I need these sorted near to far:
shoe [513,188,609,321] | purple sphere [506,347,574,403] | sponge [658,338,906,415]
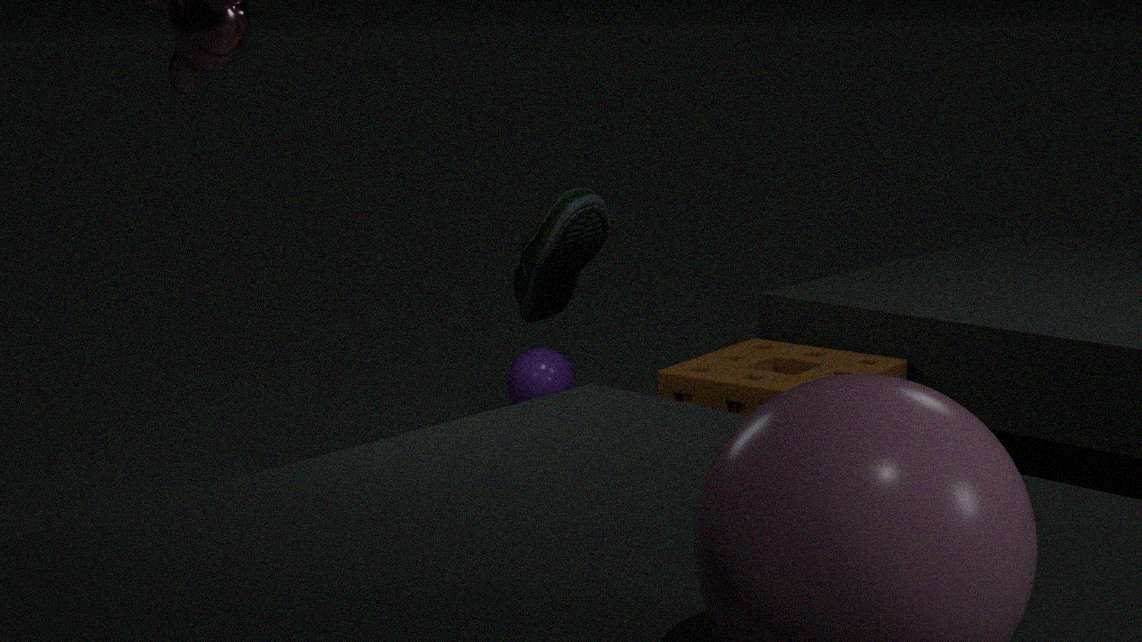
1. sponge [658,338,906,415]
2. shoe [513,188,609,321]
3. purple sphere [506,347,574,403]
